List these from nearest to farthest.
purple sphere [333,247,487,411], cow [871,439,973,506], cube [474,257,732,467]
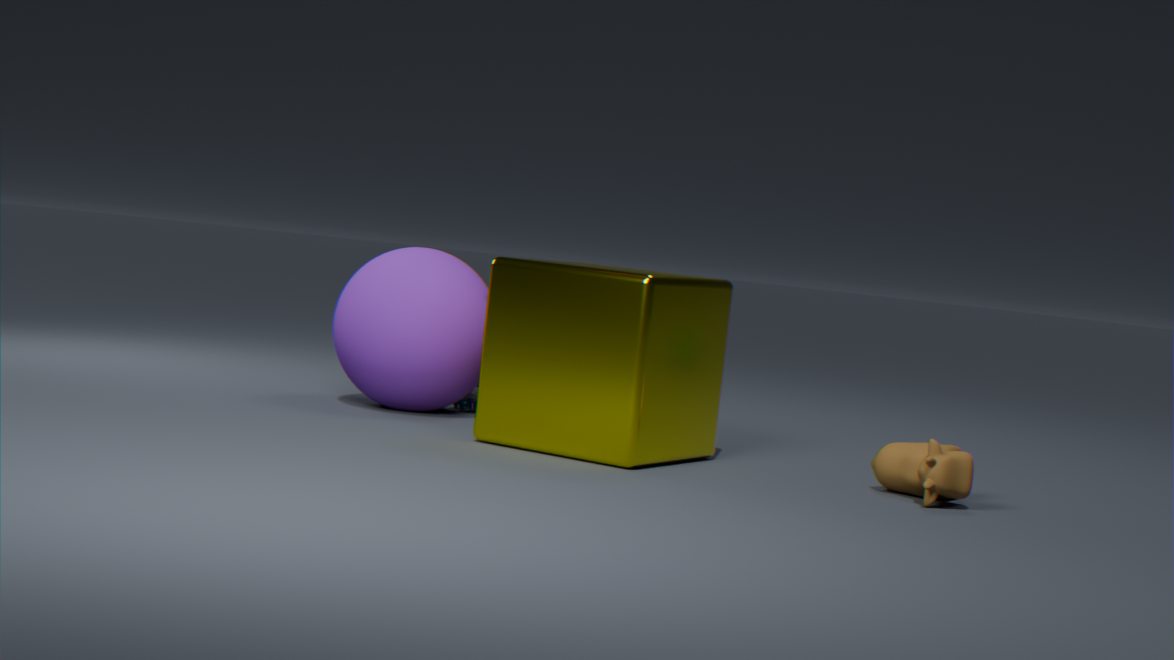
1. cow [871,439,973,506]
2. cube [474,257,732,467]
3. purple sphere [333,247,487,411]
